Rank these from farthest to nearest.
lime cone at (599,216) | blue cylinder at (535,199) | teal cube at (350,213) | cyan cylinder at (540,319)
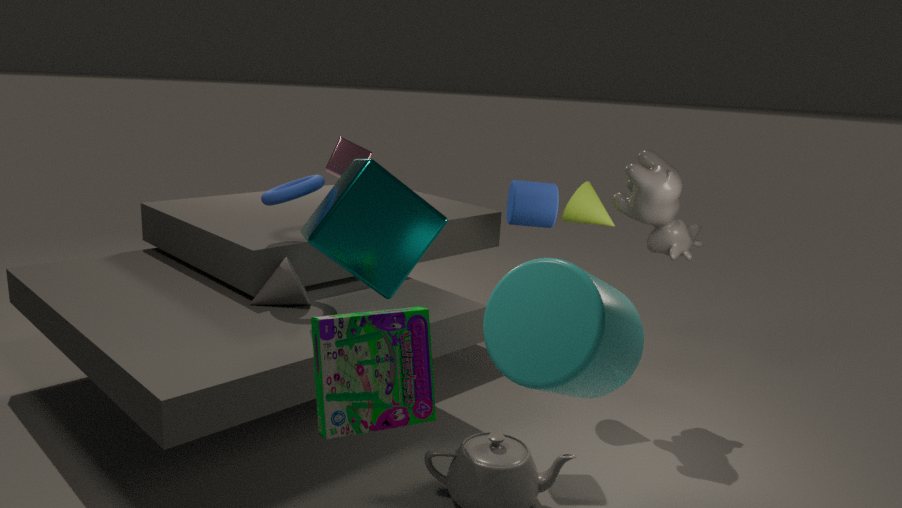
1. lime cone at (599,216)
2. blue cylinder at (535,199)
3. teal cube at (350,213)
4. cyan cylinder at (540,319)
